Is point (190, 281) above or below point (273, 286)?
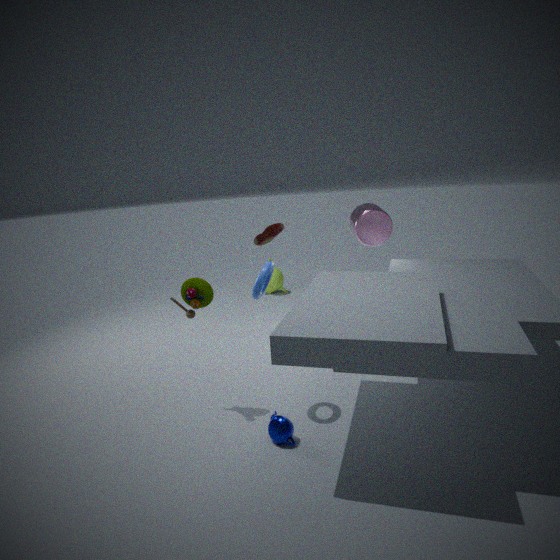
above
